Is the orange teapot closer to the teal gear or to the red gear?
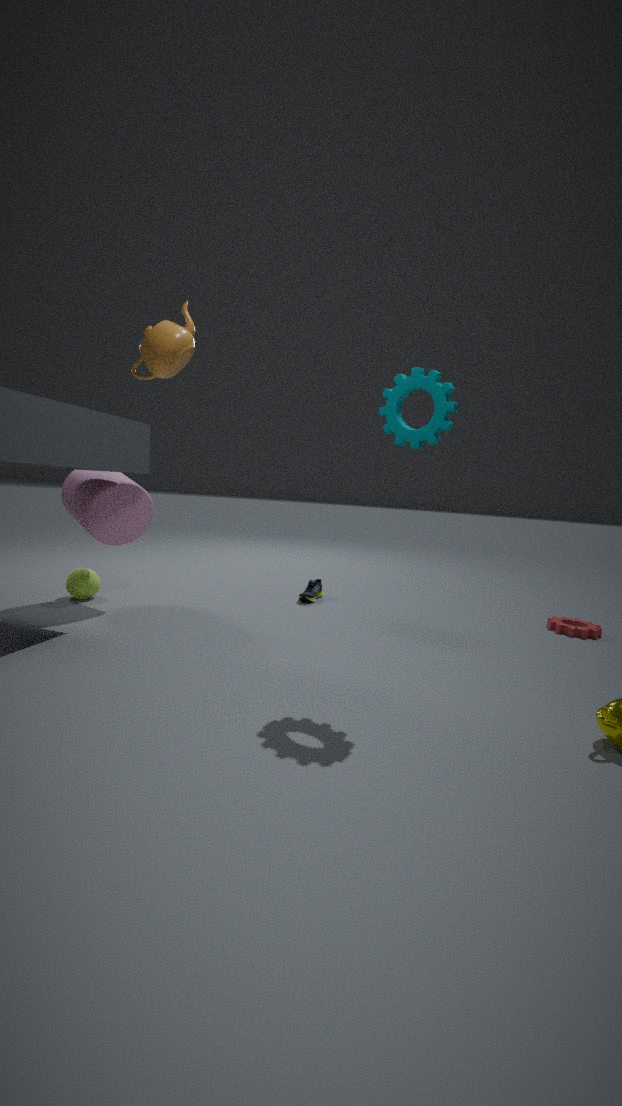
the teal gear
